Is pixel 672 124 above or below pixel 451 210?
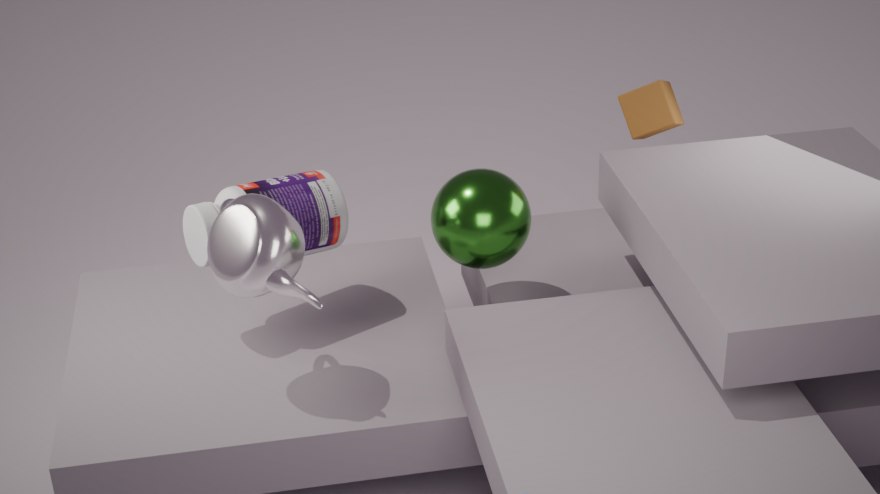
above
